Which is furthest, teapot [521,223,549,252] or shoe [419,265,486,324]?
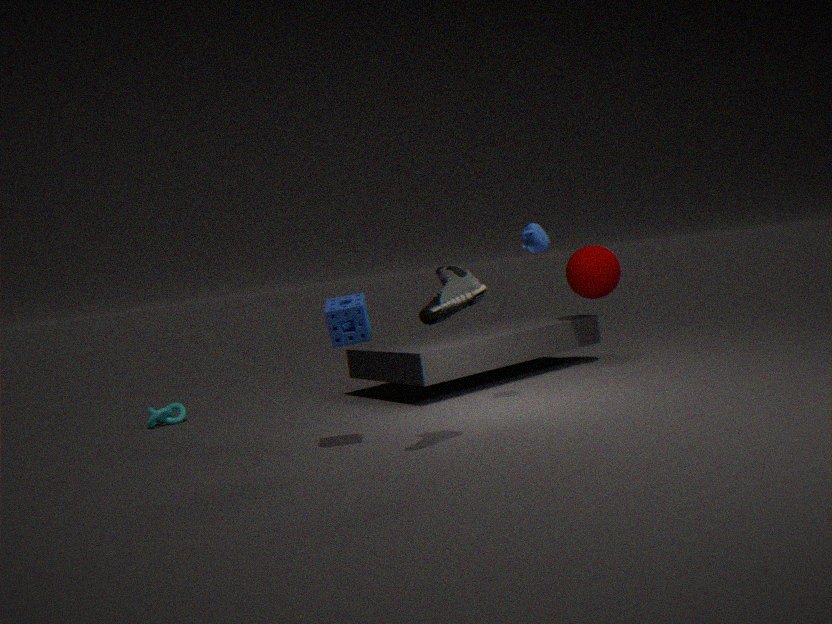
teapot [521,223,549,252]
